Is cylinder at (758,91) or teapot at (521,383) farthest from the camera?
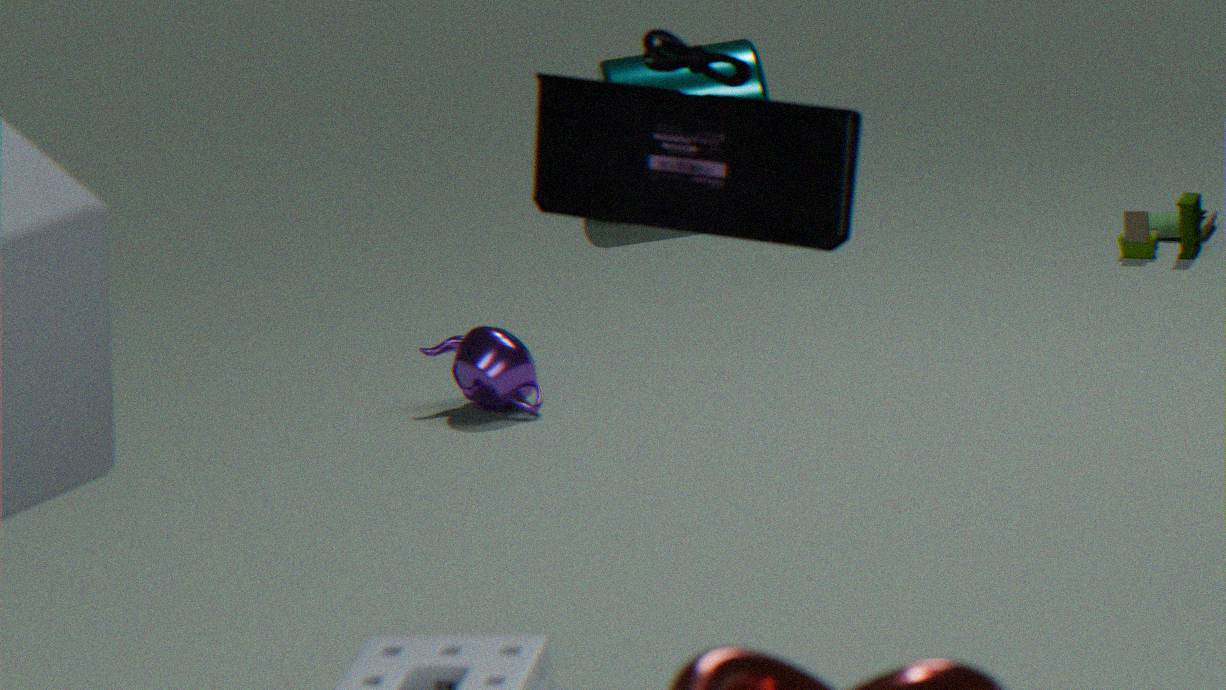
cylinder at (758,91)
